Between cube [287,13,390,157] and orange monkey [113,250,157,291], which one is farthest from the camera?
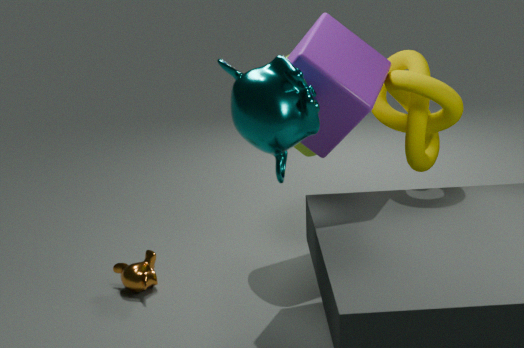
orange monkey [113,250,157,291]
